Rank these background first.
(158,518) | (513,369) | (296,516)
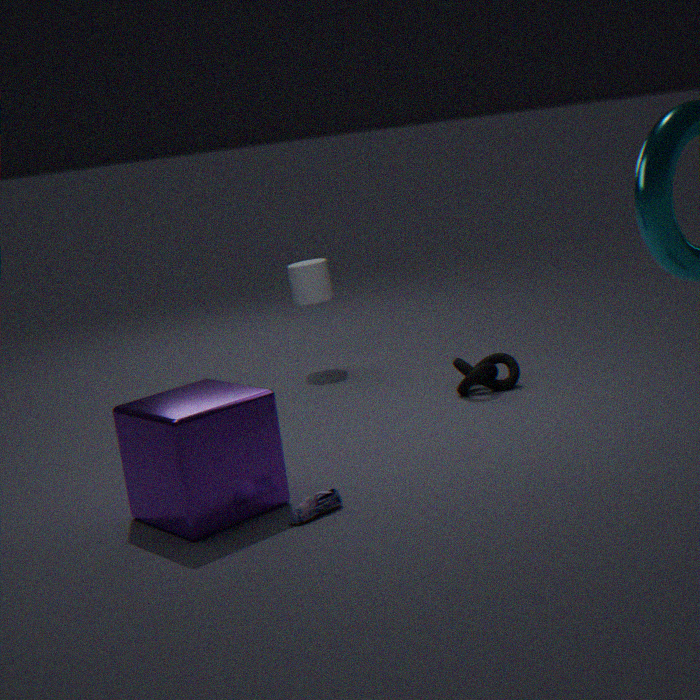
(513,369), (158,518), (296,516)
